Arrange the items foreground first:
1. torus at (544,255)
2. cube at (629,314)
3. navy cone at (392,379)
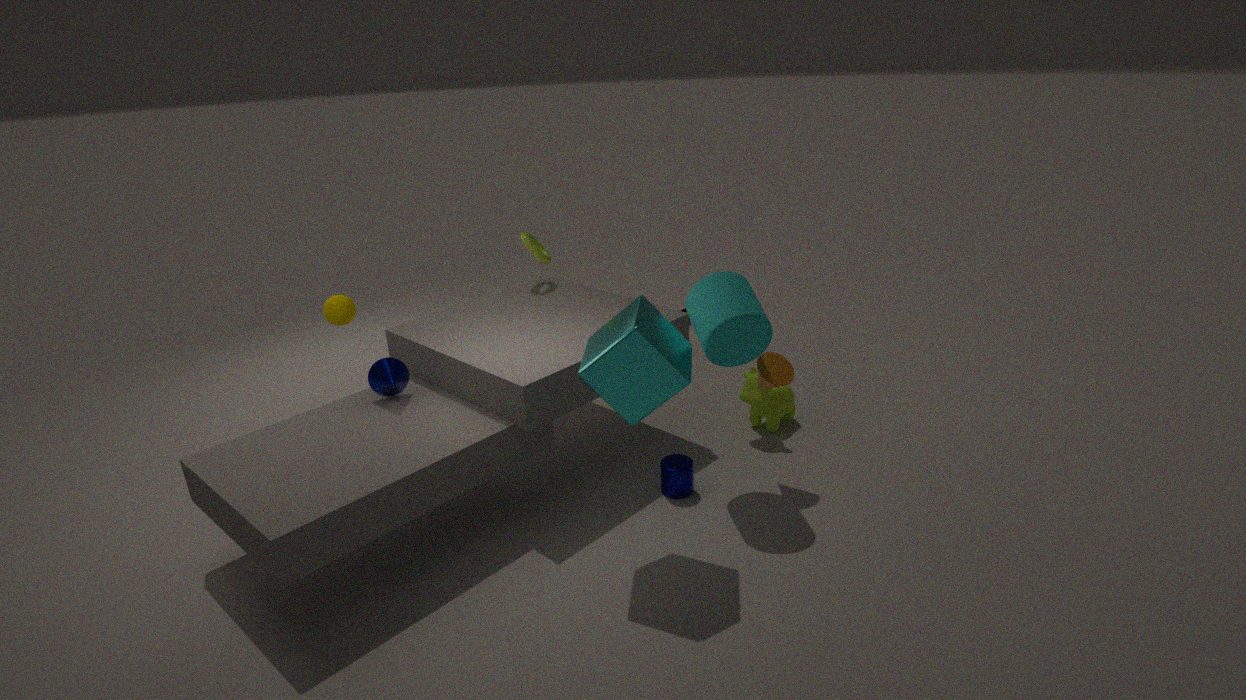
cube at (629,314)
navy cone at (392,379)
torus at (544,255)
